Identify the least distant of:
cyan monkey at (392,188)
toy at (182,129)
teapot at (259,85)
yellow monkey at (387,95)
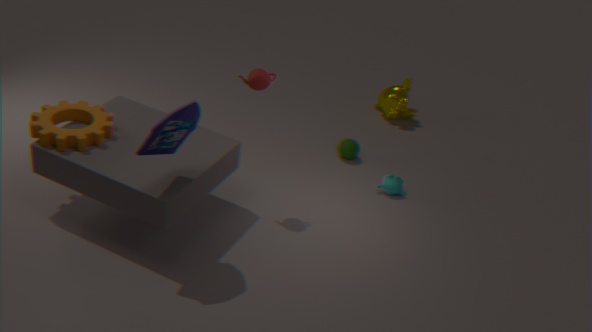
toy at (182,129)
